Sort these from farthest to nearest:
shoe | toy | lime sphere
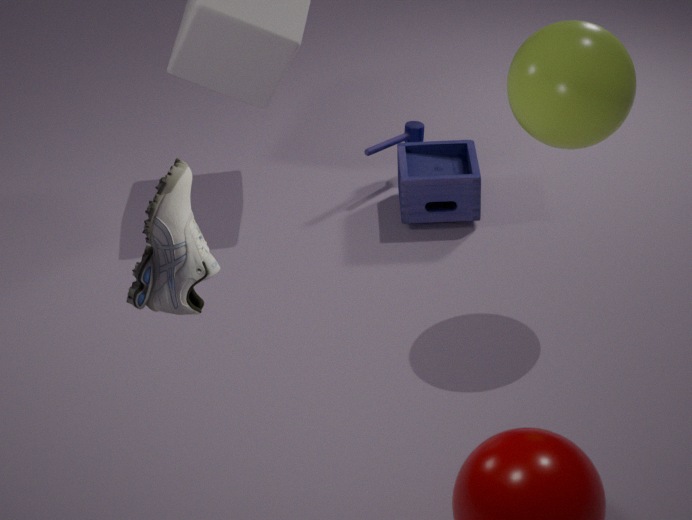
toy
lime sphere
shoe
